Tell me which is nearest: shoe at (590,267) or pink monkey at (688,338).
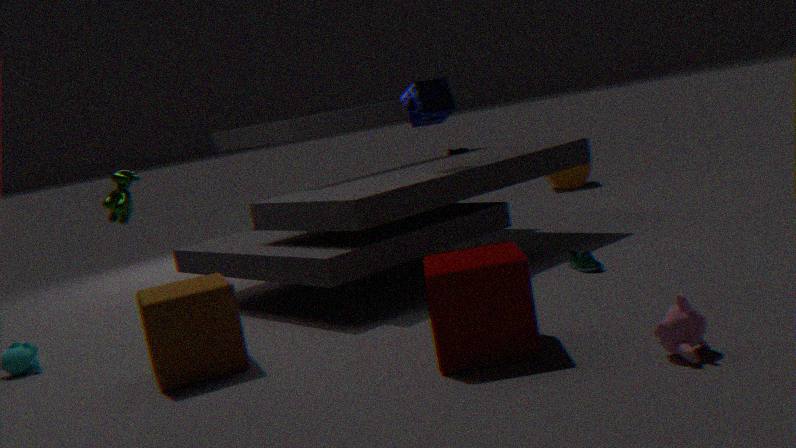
pink monkey at (688,338)
